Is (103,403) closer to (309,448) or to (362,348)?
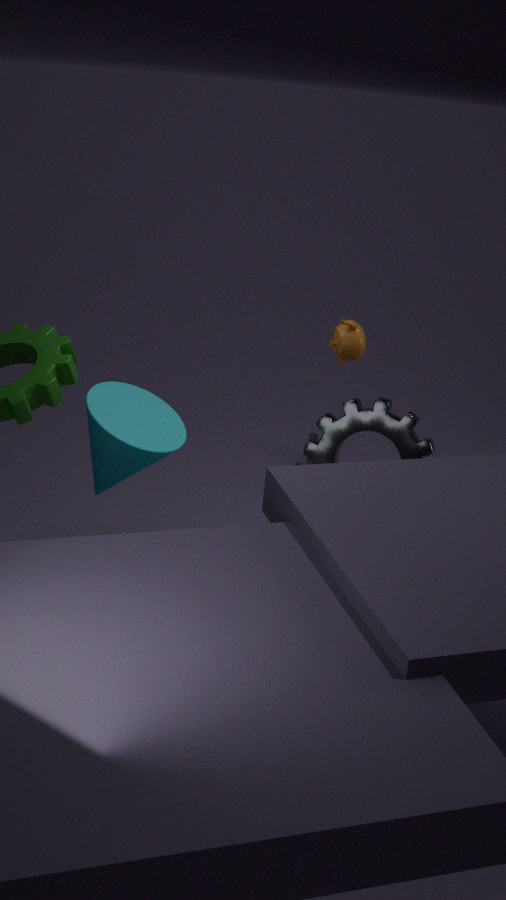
(362,348)
